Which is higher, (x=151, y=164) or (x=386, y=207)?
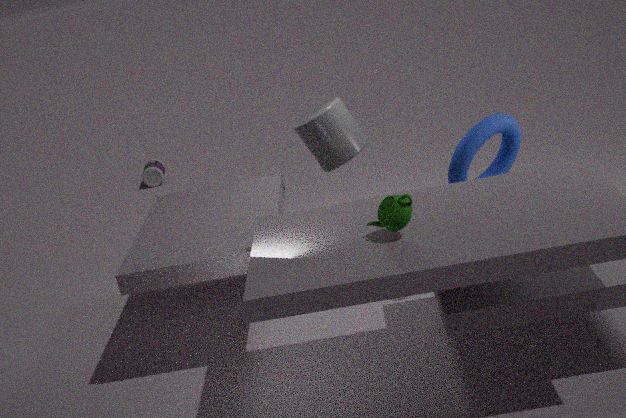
Answer: (x=386, y=207)
